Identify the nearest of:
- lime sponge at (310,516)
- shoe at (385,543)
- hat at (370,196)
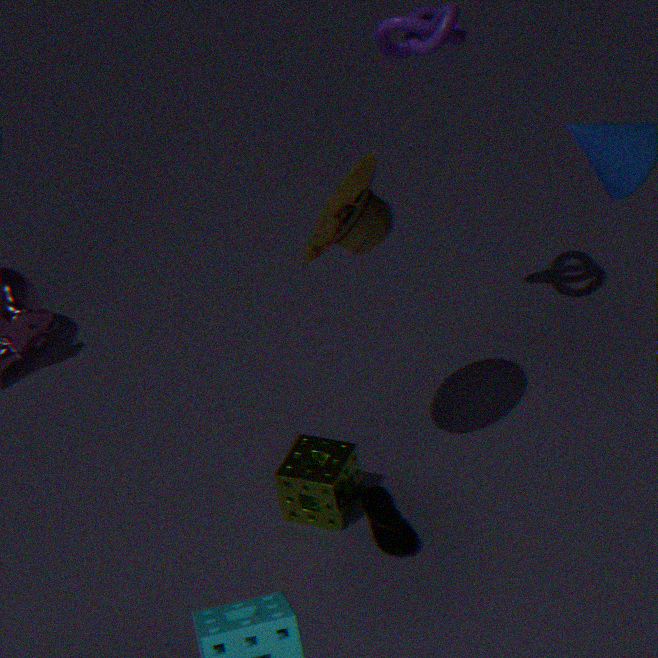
hat at (370,196)
